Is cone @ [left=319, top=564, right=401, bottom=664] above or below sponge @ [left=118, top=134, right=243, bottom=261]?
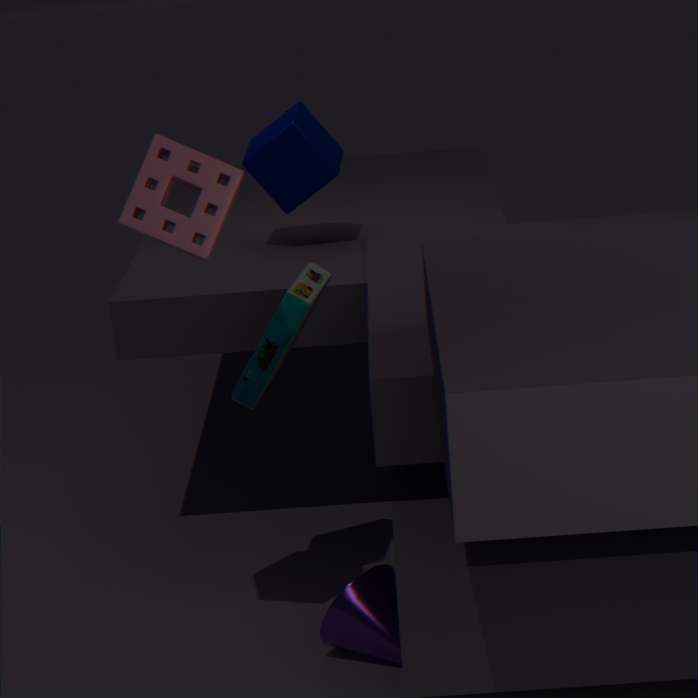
Result: below
